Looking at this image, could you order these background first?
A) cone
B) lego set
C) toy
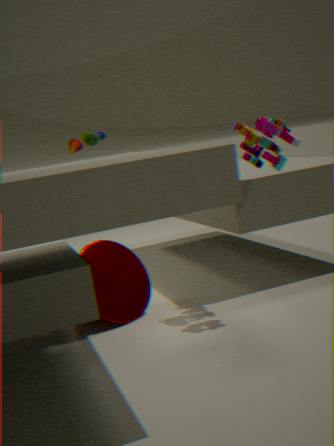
toy < cone < lego set
